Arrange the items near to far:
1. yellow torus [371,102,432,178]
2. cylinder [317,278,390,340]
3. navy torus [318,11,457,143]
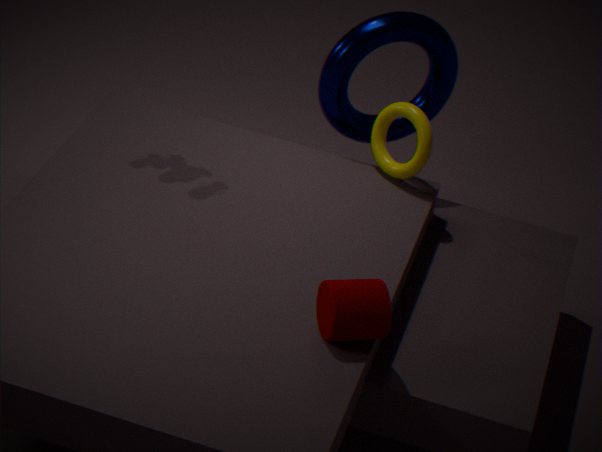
cylinder [317,278,390,340] → yellow torus [371,102,432,178] → navy torus [318,11,457,143]
